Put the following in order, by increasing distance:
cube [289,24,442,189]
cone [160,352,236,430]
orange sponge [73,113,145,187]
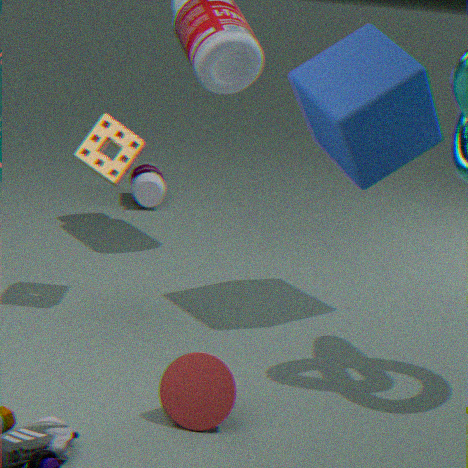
cone [160,352,236,430] → cube [289,24,442,189] → orange sponge [73,113,145,187]
